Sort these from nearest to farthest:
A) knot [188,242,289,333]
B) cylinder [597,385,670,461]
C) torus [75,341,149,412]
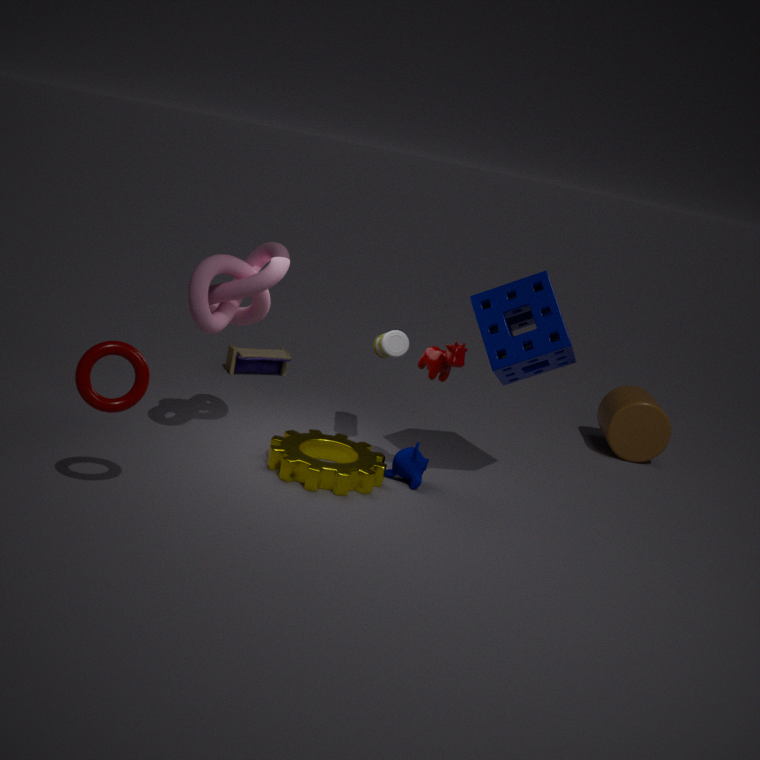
torus [75,341,149,412]
knot [188,242,289,333]
cylinder [597,385,670,461]
